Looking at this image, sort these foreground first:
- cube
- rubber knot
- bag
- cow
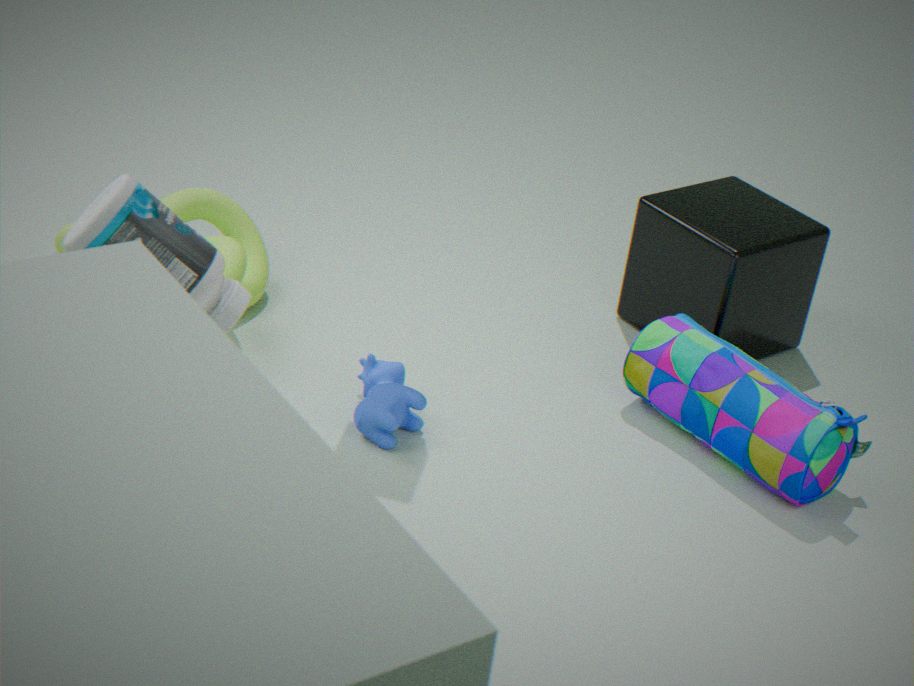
1. bag
2. cow
3. rubber knot
4. cube
